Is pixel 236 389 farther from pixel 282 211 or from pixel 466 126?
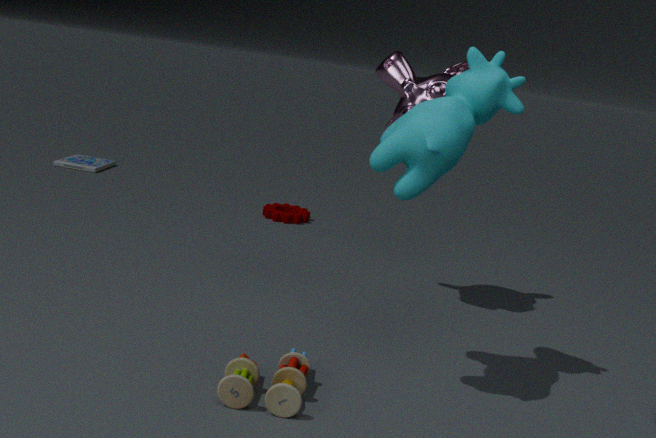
pixel 282 211
